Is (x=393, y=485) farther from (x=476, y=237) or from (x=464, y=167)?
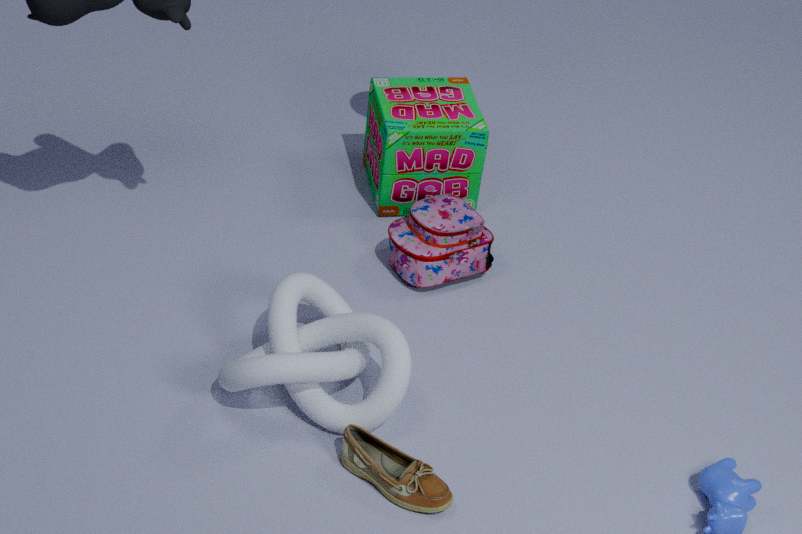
(x=464, y=167)
